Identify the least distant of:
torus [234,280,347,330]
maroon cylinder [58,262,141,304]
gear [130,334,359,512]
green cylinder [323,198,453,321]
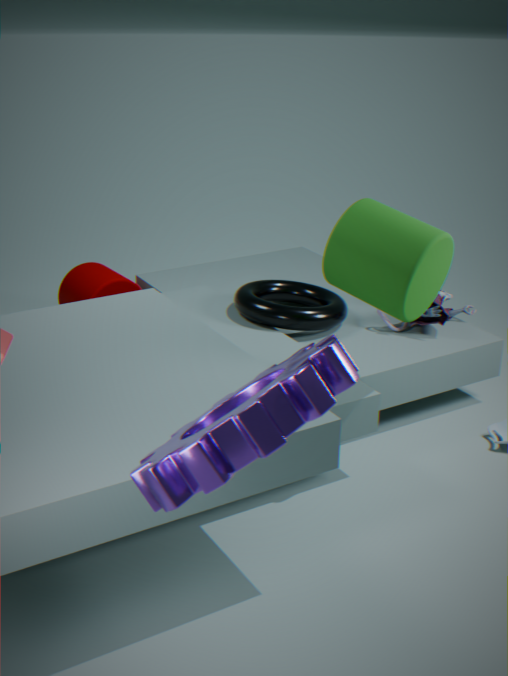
gear [130,334,359,512]
